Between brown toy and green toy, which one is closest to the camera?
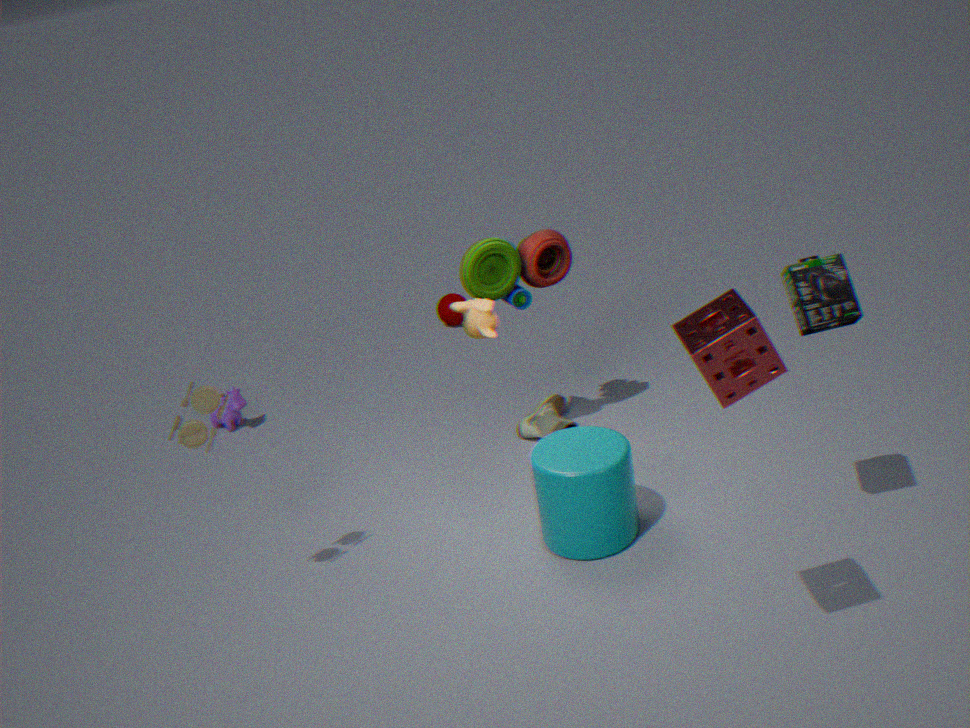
brown toy
